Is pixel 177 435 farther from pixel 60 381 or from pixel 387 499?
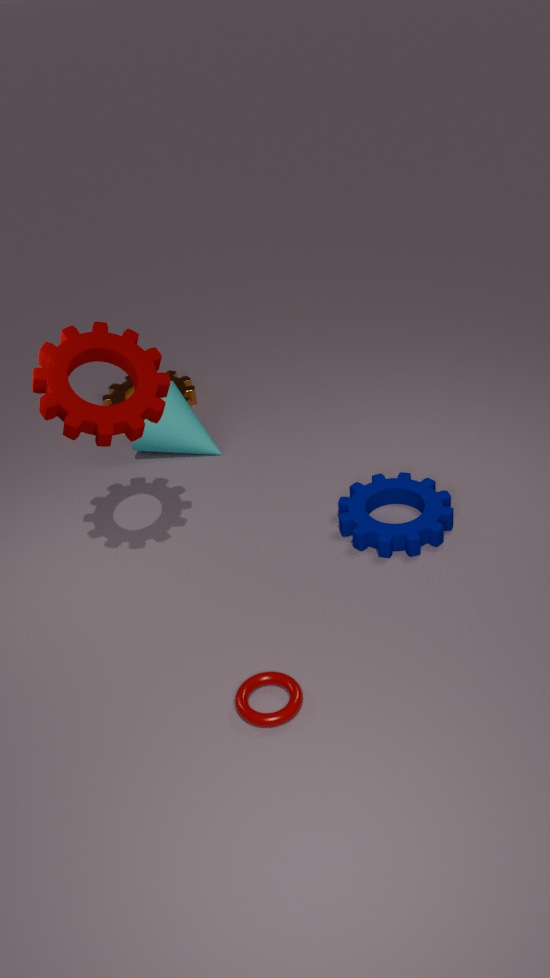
pixel 387 499
